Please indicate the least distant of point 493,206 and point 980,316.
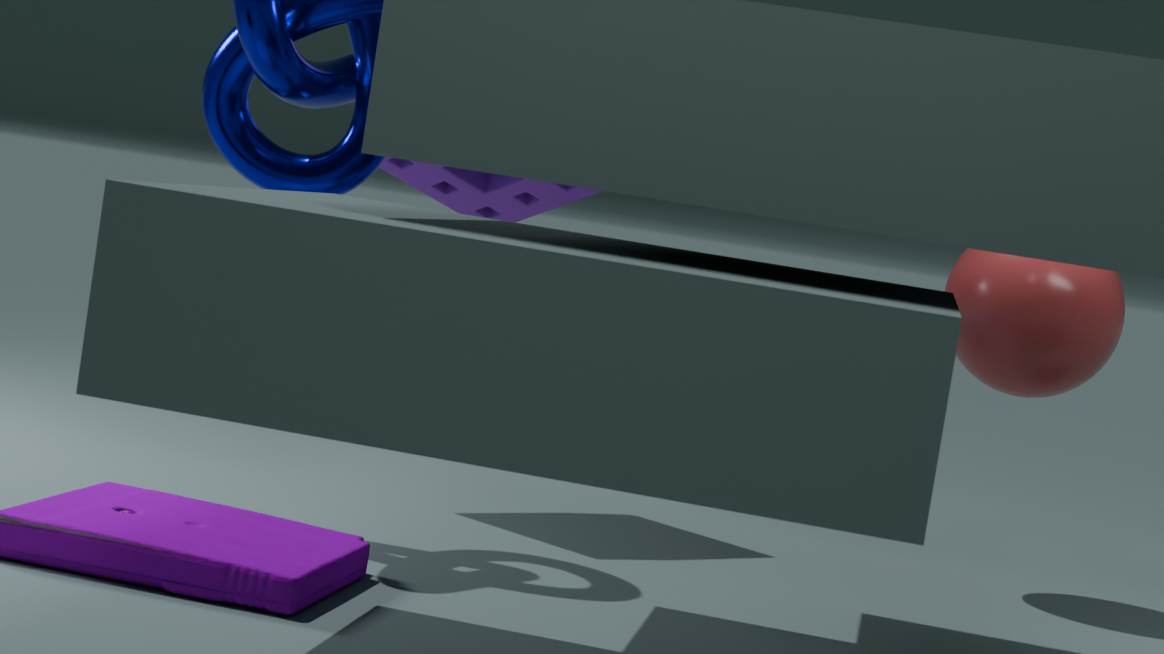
point 980,316
